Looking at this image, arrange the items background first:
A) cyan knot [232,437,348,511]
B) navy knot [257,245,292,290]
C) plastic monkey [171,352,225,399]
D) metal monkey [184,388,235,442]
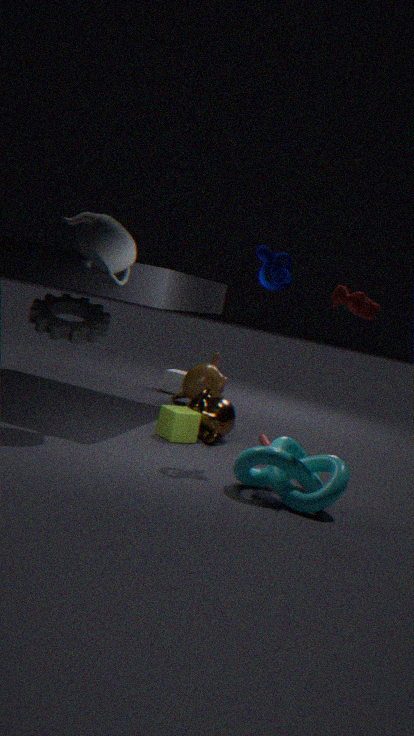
plastic monkey [171,352,225,399]
metal monkey [184,388,235,442]
navy knot [257,245,292,290]
cyan knot [232,437,348,511]
